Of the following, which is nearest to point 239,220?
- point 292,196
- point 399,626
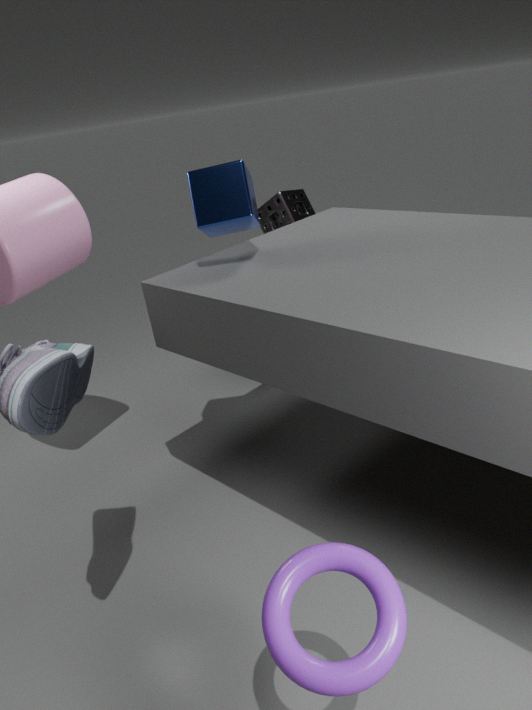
point 292,196
